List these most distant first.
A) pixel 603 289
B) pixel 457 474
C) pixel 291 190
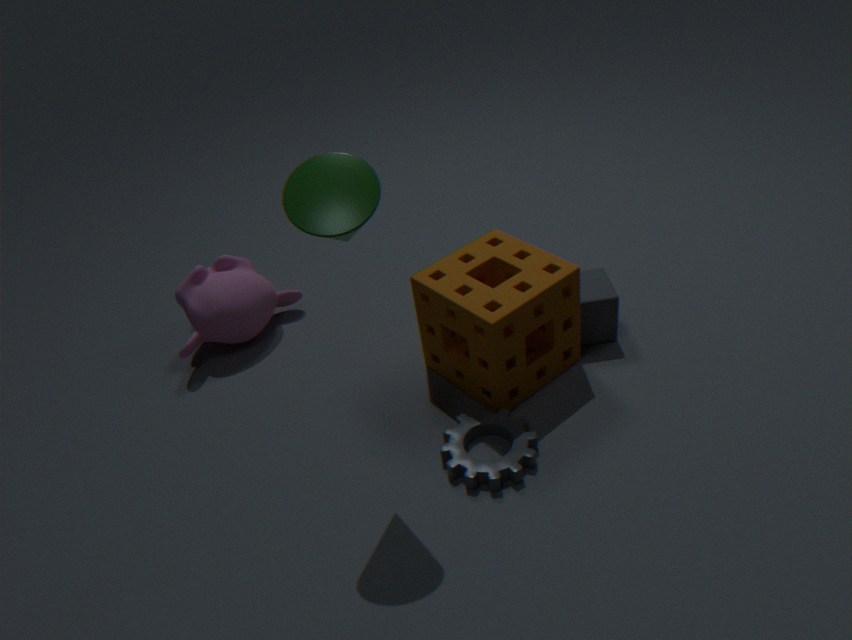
pixel 603 289 → pixel 457 474 → pixel 291 190
